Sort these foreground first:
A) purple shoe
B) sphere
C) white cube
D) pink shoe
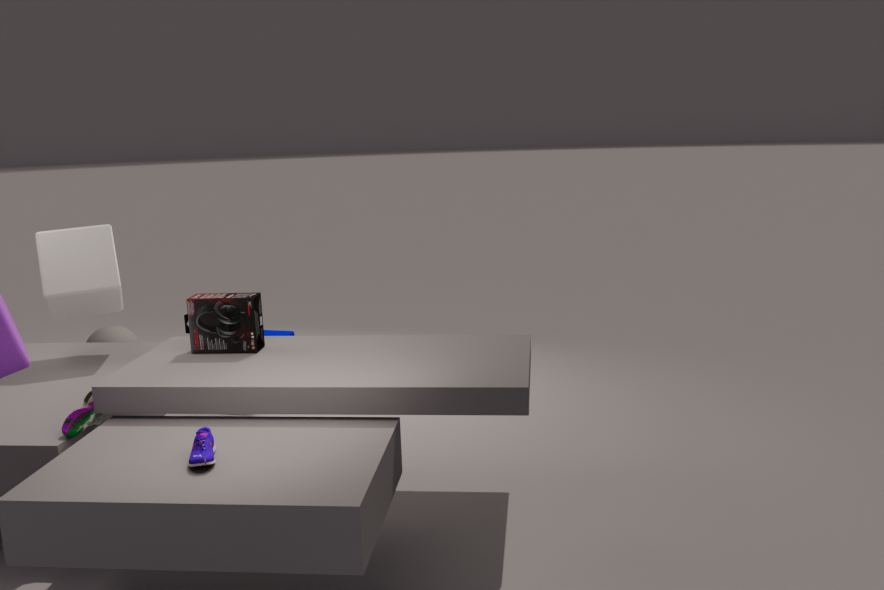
purple shoe
pink shoe
white cube
sphere
